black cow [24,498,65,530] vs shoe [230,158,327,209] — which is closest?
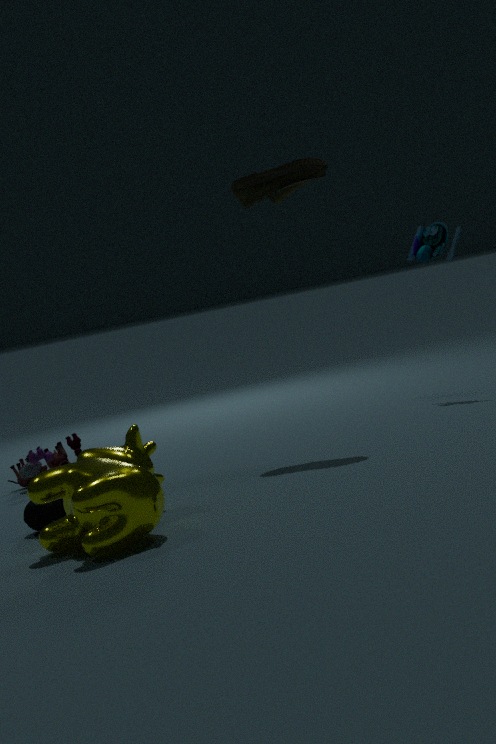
black cow [24,498,65,530]
